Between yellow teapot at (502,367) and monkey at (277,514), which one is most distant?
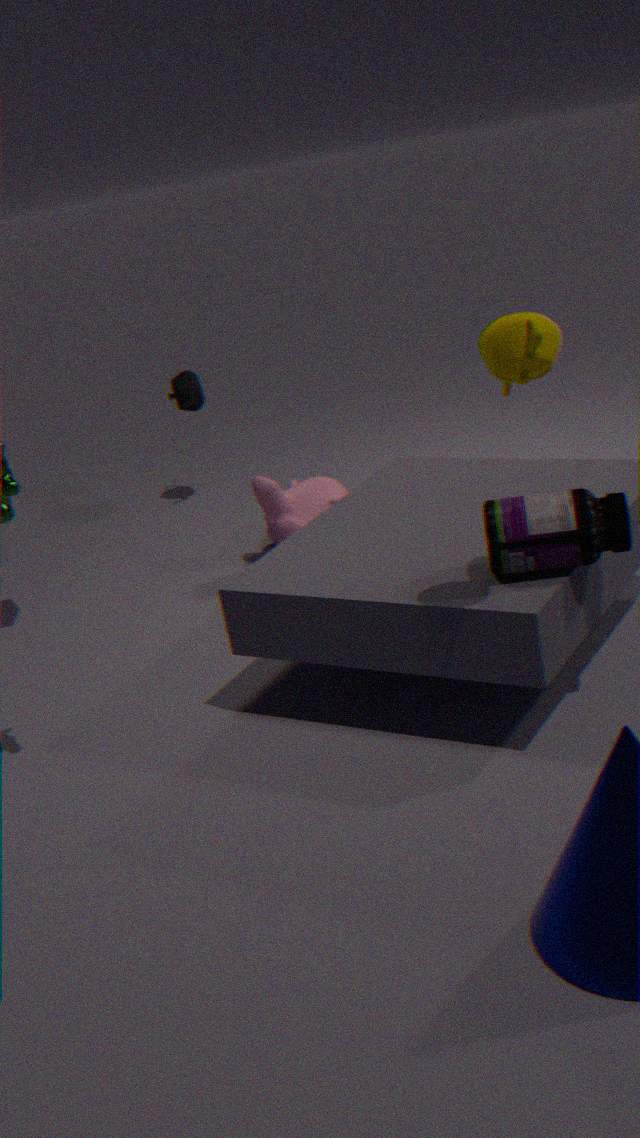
monkey at (277,514)
